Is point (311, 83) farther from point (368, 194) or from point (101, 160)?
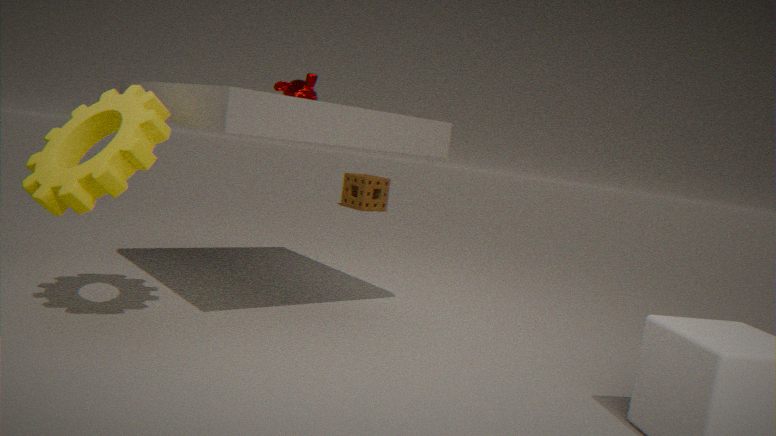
point (368, 194)
